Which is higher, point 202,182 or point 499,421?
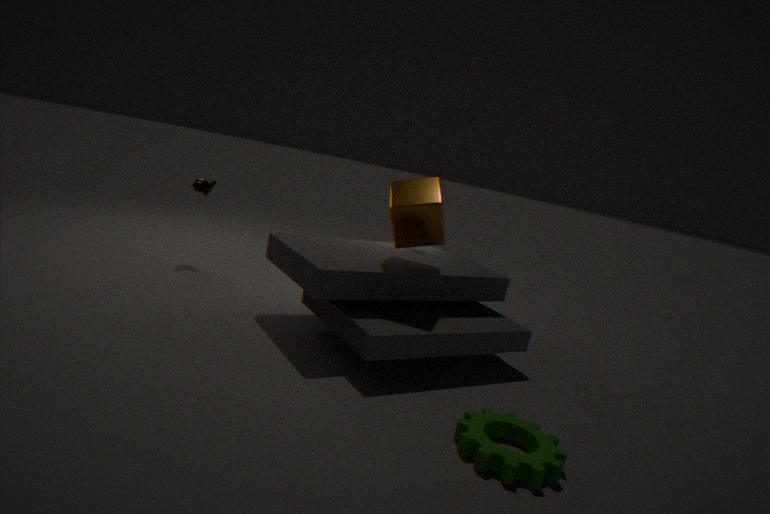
point 202,182
